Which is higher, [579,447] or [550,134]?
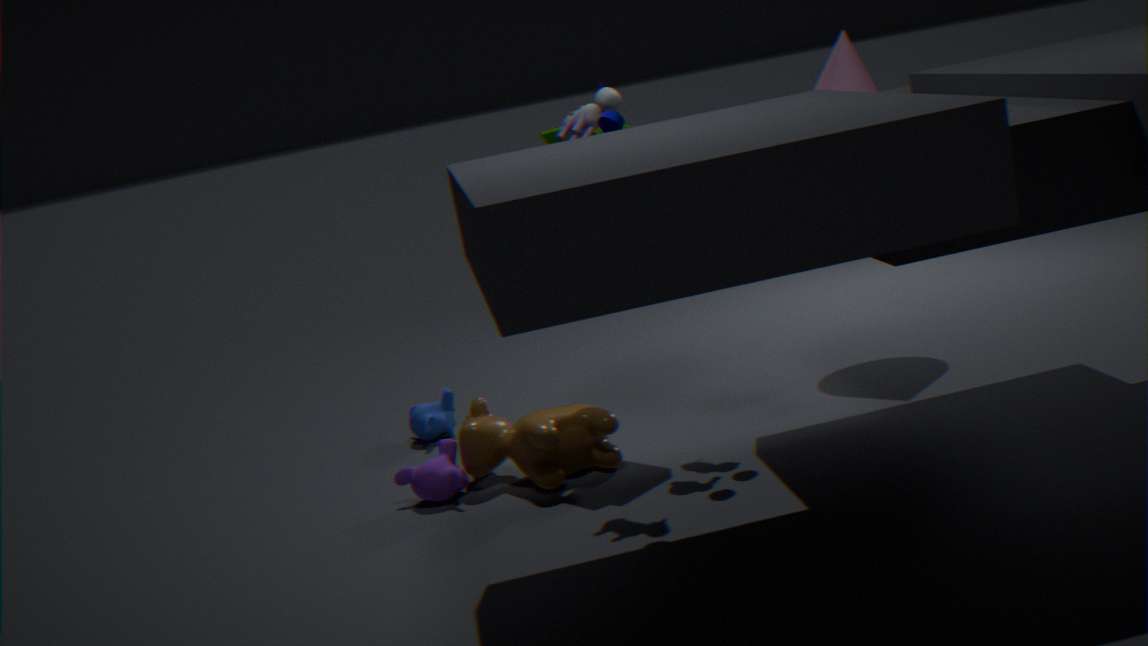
[550,134]
